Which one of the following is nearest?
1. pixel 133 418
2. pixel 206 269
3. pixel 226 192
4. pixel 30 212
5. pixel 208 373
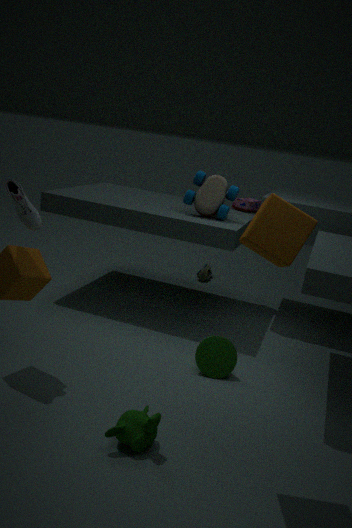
pixel 133 418
